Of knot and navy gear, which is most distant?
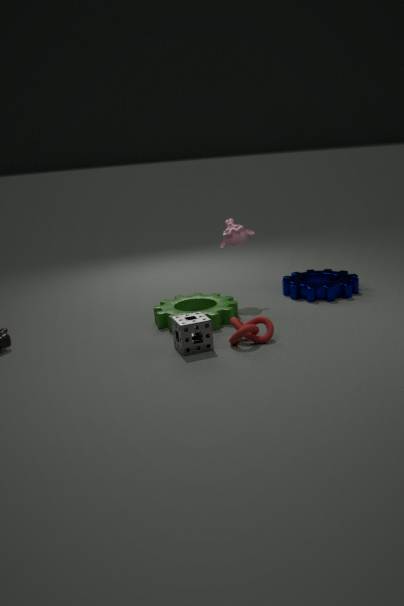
navy gear
